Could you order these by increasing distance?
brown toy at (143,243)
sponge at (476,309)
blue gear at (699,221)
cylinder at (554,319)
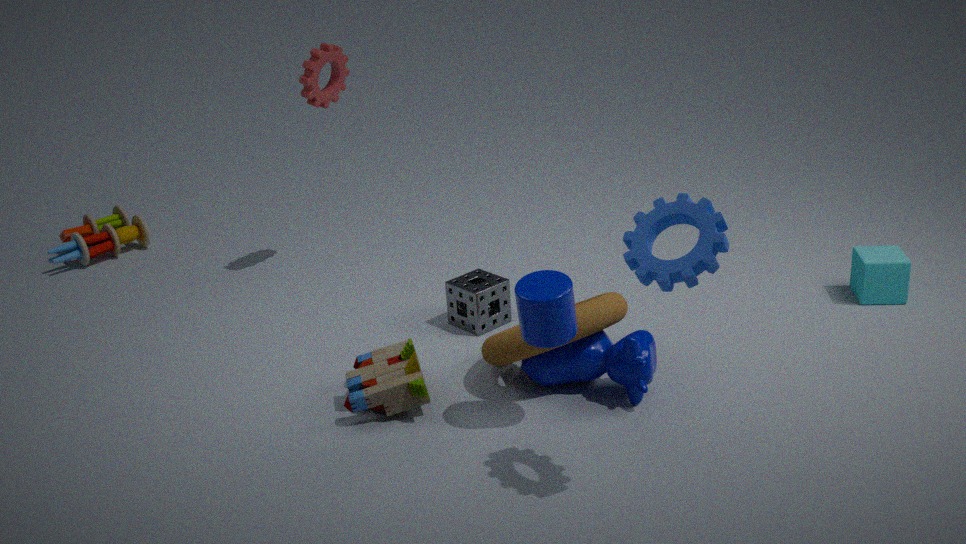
blue gear at (699,221) < cylinder at (554,319) < sponge at (476,309) < brown toy at (143,243)
